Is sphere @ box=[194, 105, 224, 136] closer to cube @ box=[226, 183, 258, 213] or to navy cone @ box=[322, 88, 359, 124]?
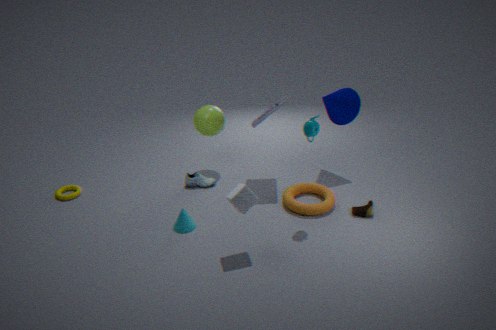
navy cone @ box=[322, 88, 359, 124]
